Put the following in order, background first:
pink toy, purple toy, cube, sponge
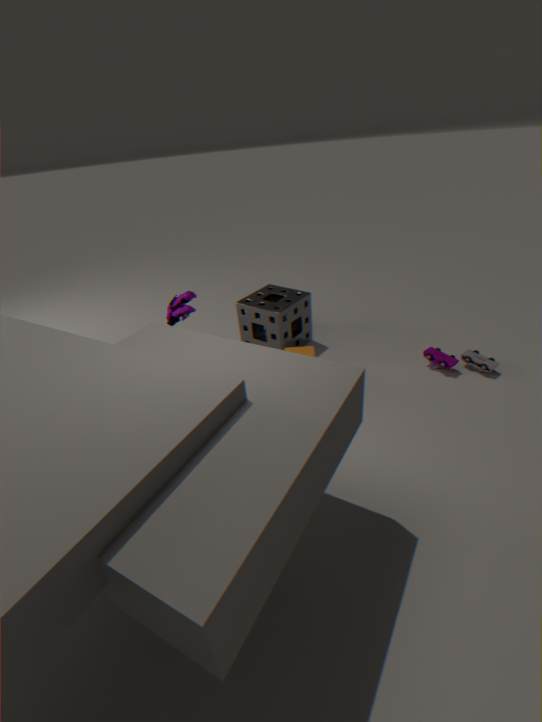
sponge
cube
pink toy
purple toy
